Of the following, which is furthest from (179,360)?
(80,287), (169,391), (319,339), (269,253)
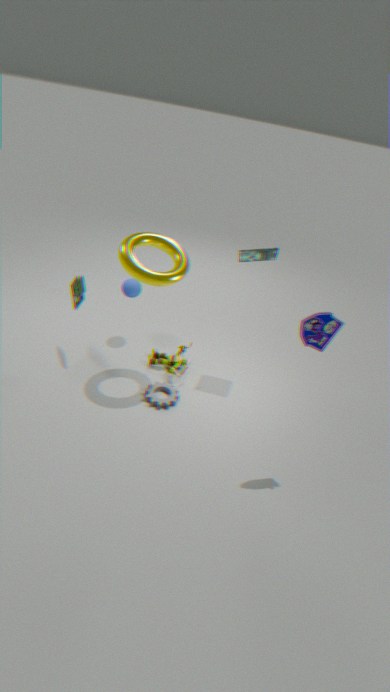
(319,339)
